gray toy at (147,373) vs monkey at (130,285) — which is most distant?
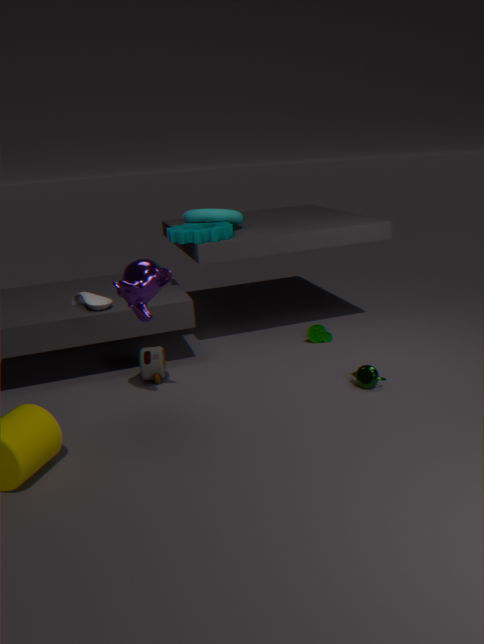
gray toy at (147,373)
